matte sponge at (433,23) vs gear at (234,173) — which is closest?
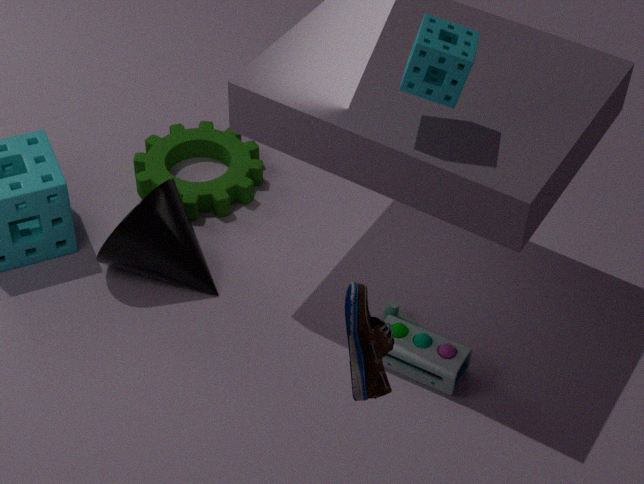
matte sponge at (433,23)
